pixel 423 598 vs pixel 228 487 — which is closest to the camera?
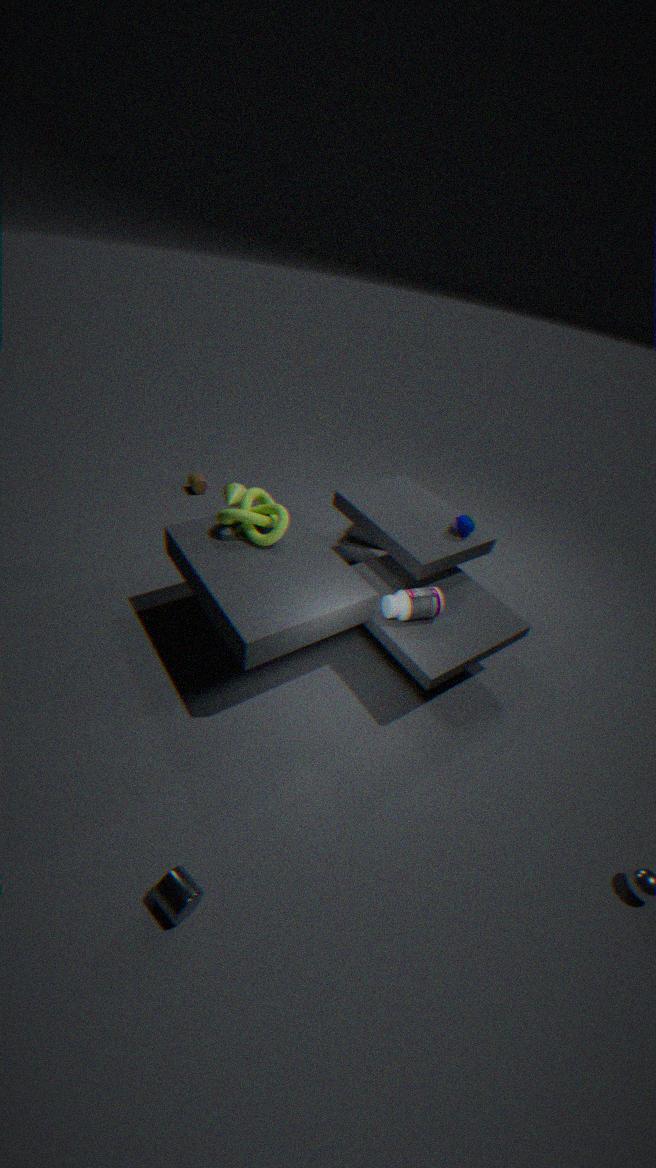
pixel 423 598
